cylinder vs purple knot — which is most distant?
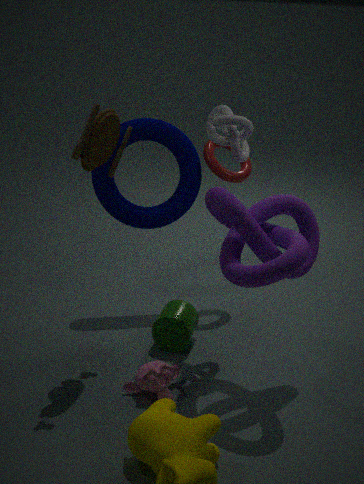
cylinder
